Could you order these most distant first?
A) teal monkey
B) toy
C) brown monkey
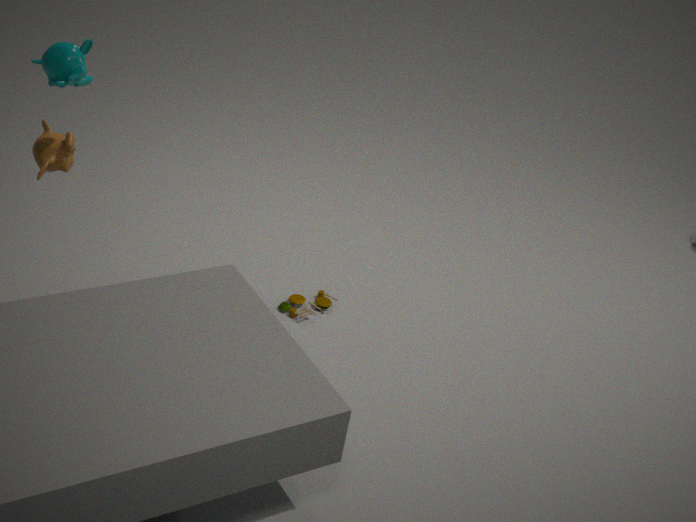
toy → brown monkey → teal monkey
